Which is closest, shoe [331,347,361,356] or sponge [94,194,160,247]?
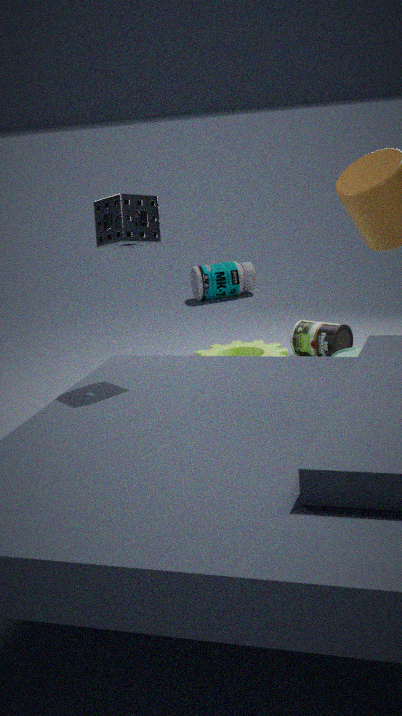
sponge [94,194,160,247]
